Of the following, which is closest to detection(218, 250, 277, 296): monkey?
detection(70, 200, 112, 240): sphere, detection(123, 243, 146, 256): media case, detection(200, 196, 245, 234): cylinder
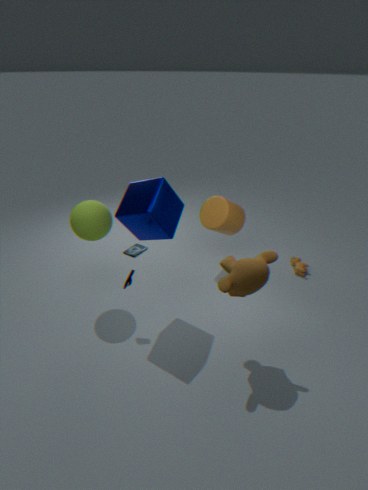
detection(200, 196, 245, 234): cylinder
